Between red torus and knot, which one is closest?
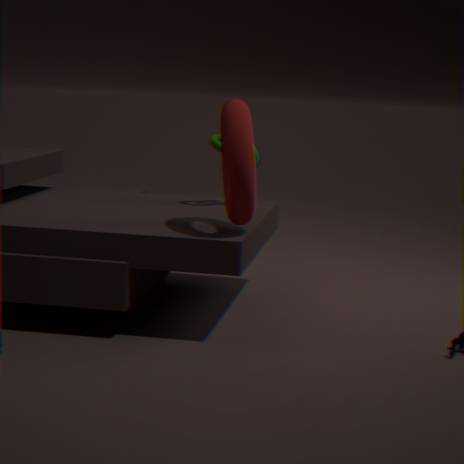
red torus
